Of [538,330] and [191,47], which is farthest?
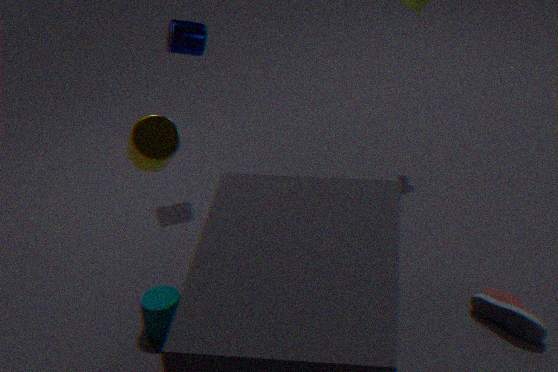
[191,47]
